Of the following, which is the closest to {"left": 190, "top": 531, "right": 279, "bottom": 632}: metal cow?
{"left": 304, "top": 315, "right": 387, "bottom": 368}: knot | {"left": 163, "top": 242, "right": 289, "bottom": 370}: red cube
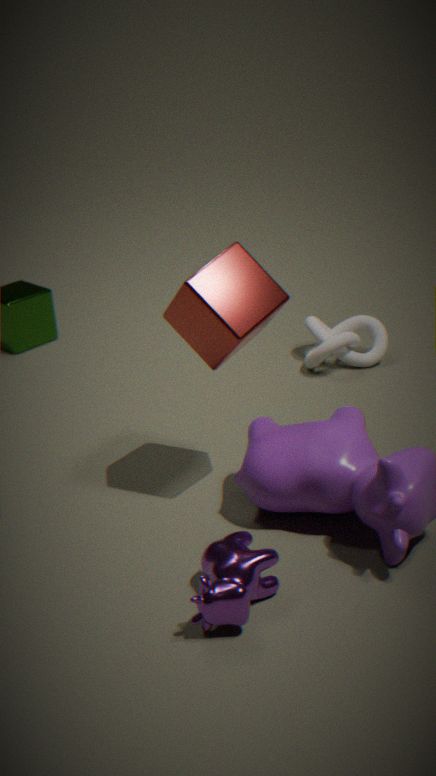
{"left": 163, "top": 242, "right": 289, "bottom": 370}: red cube
